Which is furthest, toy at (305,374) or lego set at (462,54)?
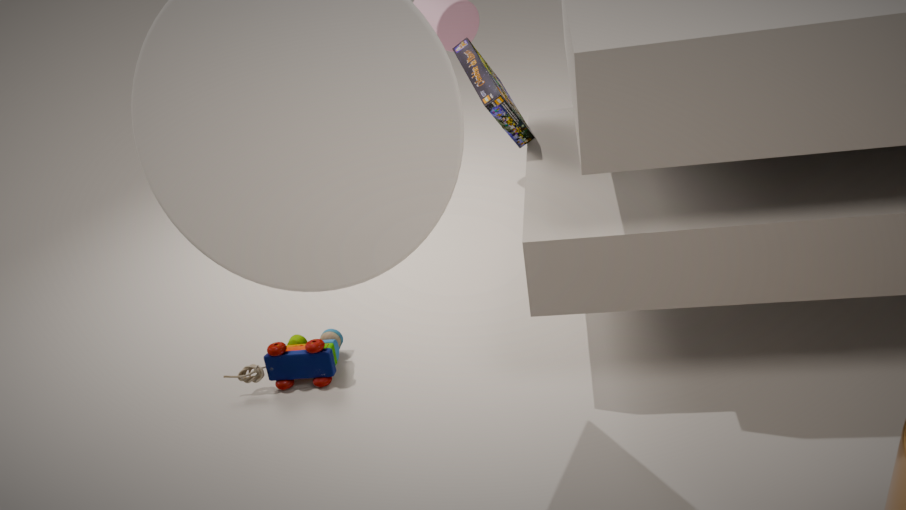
lego set at (462,54)
